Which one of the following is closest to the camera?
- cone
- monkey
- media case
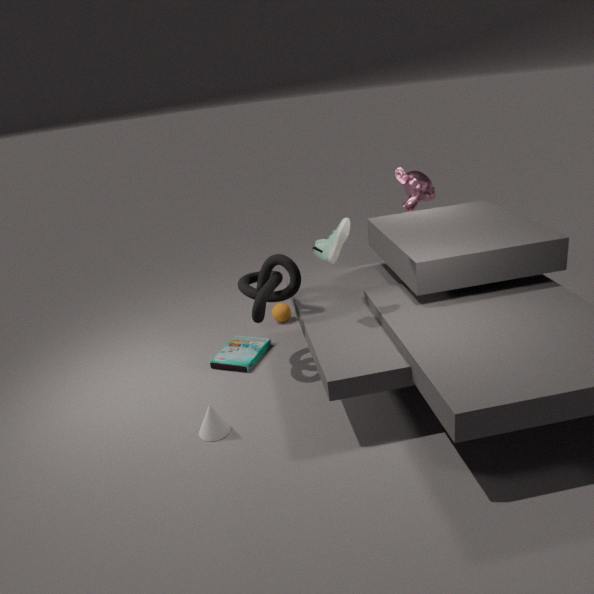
cone
